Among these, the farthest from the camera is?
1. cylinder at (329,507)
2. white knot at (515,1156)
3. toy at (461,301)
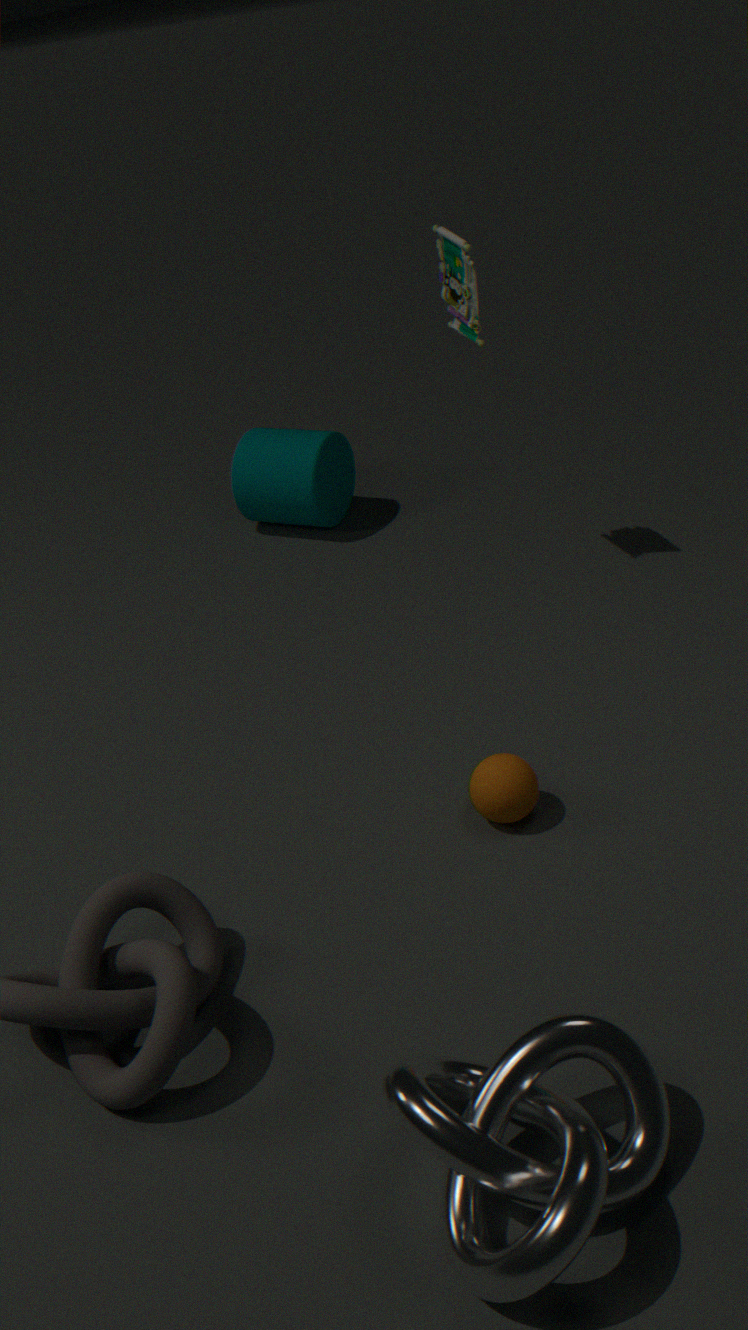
cylinder at (329,507)
